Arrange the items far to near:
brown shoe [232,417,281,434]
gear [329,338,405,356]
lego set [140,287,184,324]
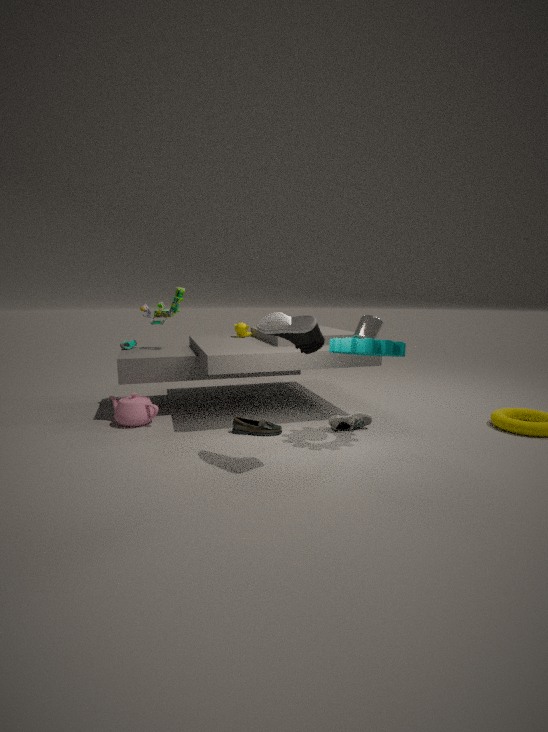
1. lego set [140,287,184,324]
2. brown shoe [232,417,281,434]
3. gear [329,338,405,356]
